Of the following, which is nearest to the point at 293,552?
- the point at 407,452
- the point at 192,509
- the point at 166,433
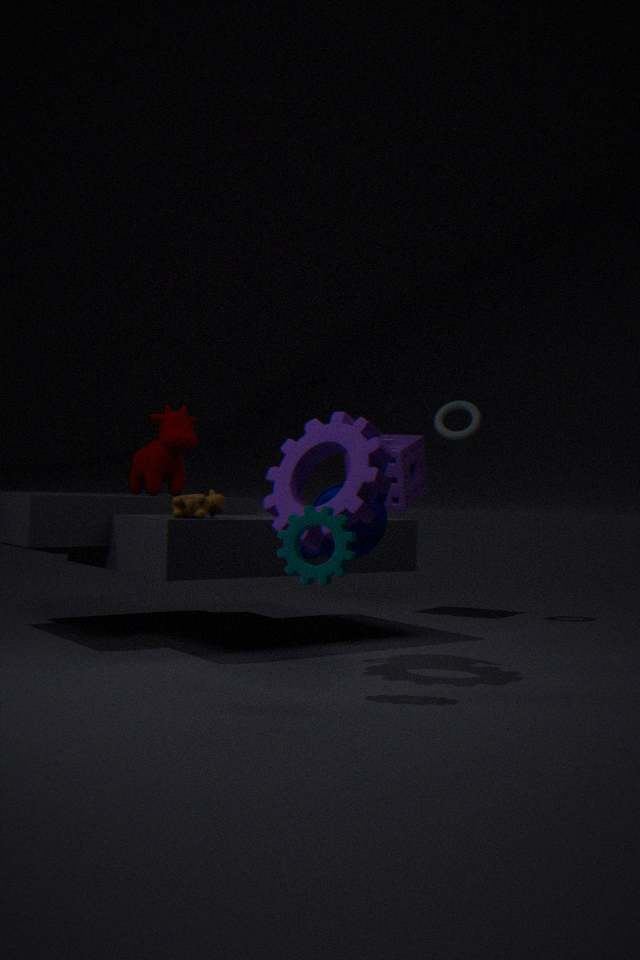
the point at 192,509
